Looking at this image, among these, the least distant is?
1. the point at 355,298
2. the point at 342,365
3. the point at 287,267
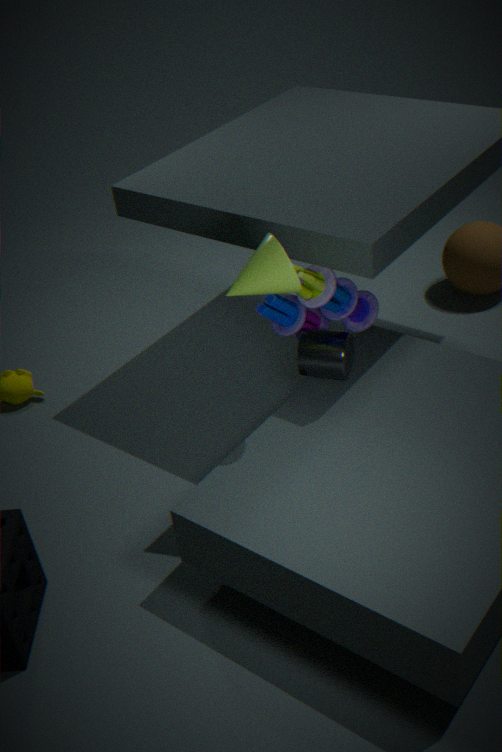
the point at 287,267
